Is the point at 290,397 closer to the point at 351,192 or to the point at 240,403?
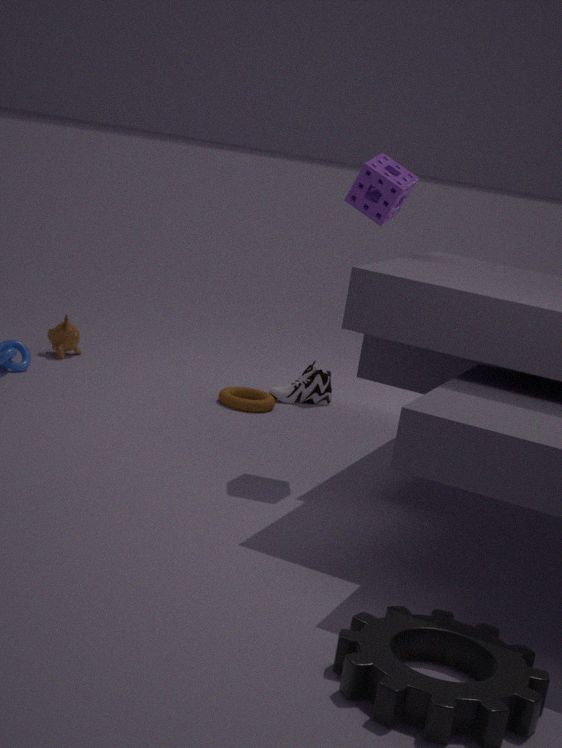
the point at 240,403
